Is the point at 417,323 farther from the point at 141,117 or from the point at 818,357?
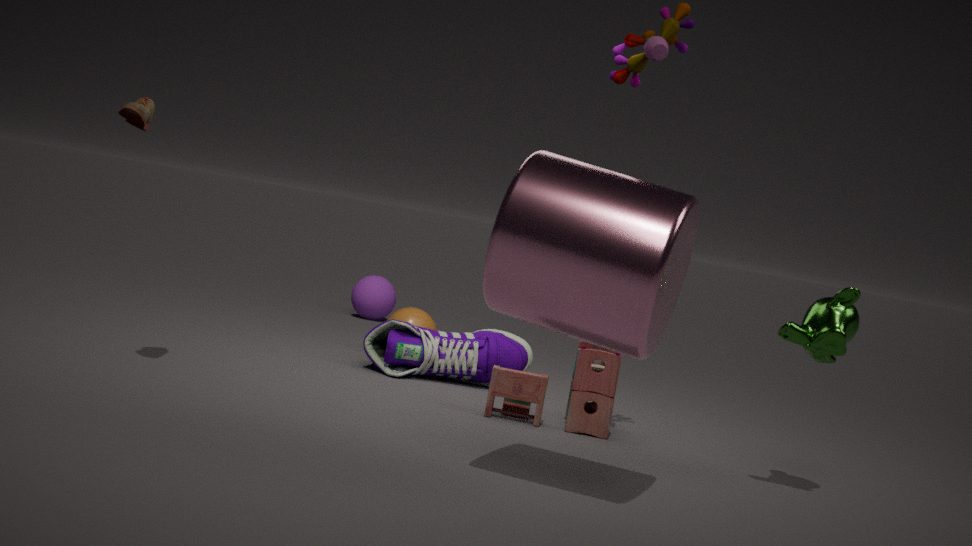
the point at 818,357
